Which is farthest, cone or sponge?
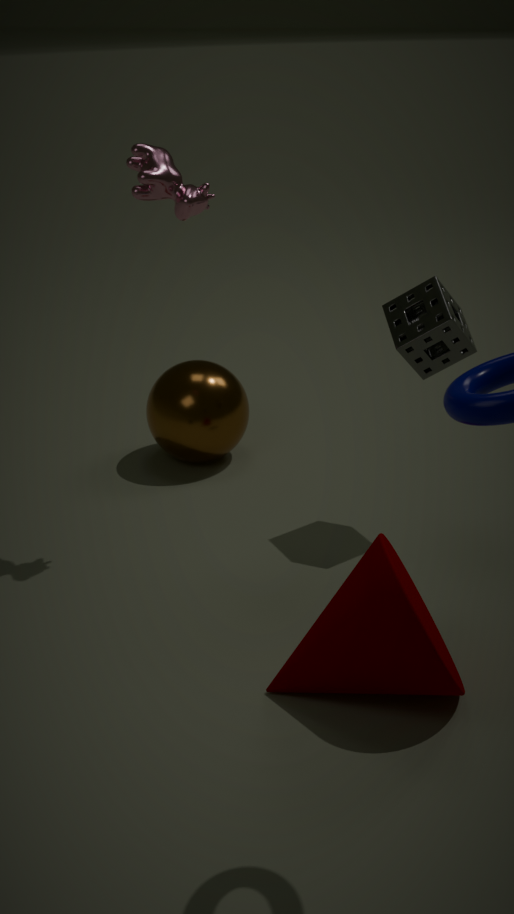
sponge
